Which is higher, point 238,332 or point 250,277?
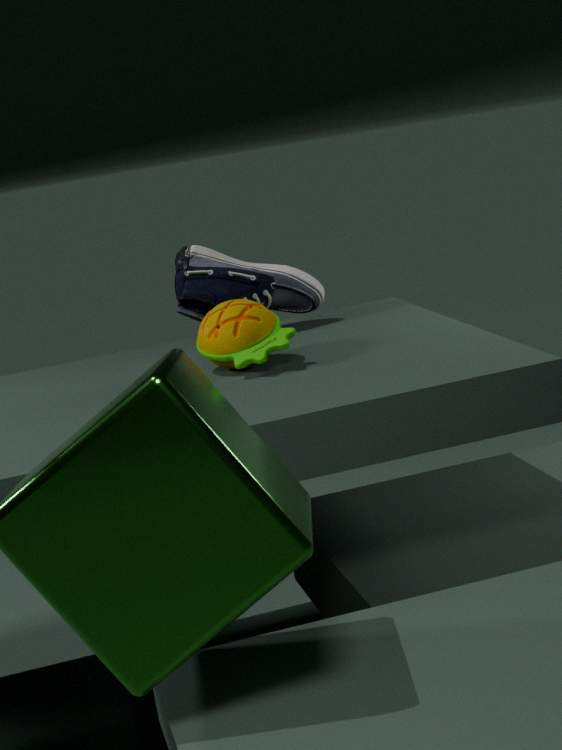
point 250,277
